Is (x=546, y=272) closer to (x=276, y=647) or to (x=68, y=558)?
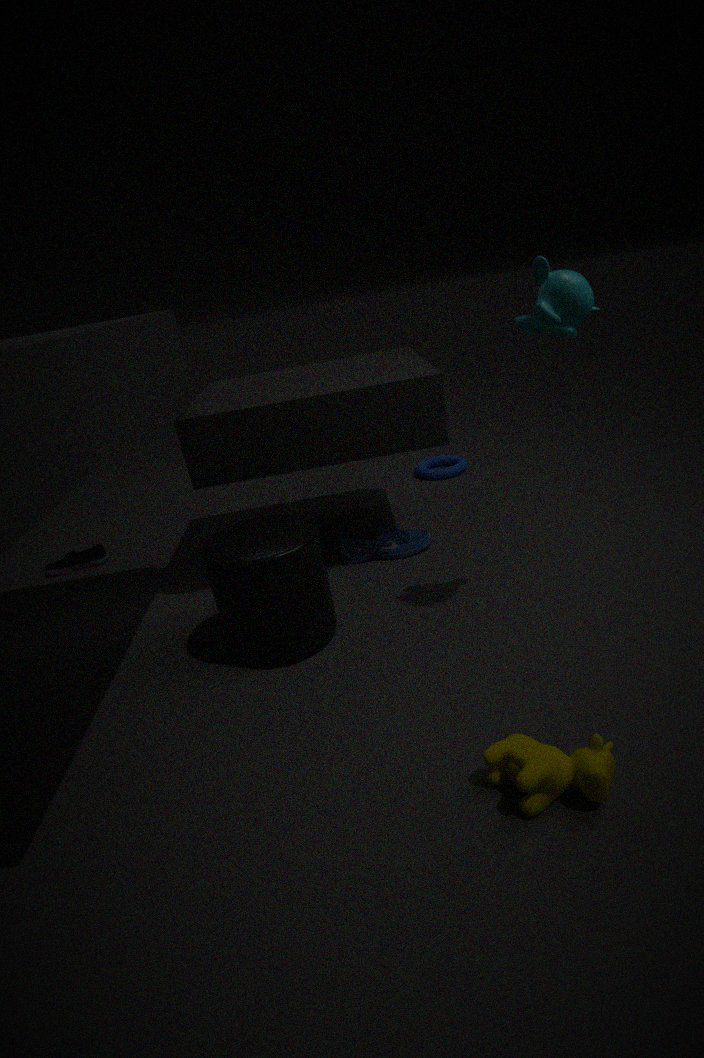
(x=276, y=647)
